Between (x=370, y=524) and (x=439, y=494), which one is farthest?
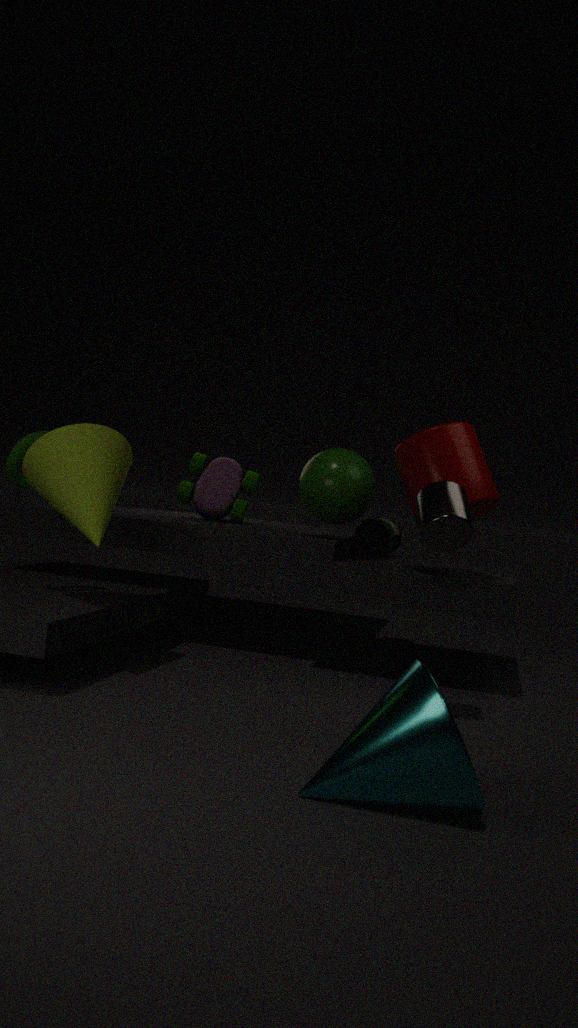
(x=370, y=524)
